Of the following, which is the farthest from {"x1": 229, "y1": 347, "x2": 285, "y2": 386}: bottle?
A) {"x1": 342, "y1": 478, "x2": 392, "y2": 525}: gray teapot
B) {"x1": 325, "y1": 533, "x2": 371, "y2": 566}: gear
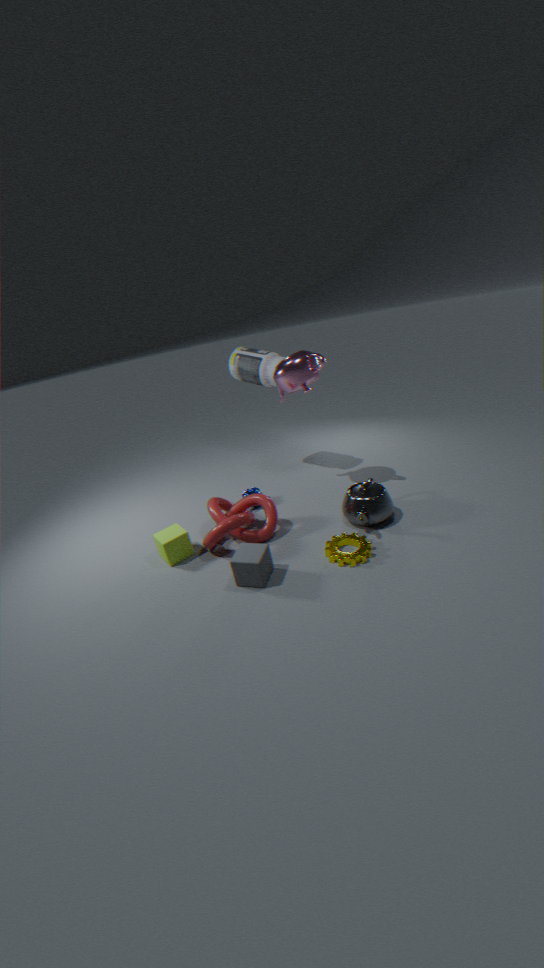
{"x1": 325, "y1": 533, "x2": 371, "y2": 566}: gear
